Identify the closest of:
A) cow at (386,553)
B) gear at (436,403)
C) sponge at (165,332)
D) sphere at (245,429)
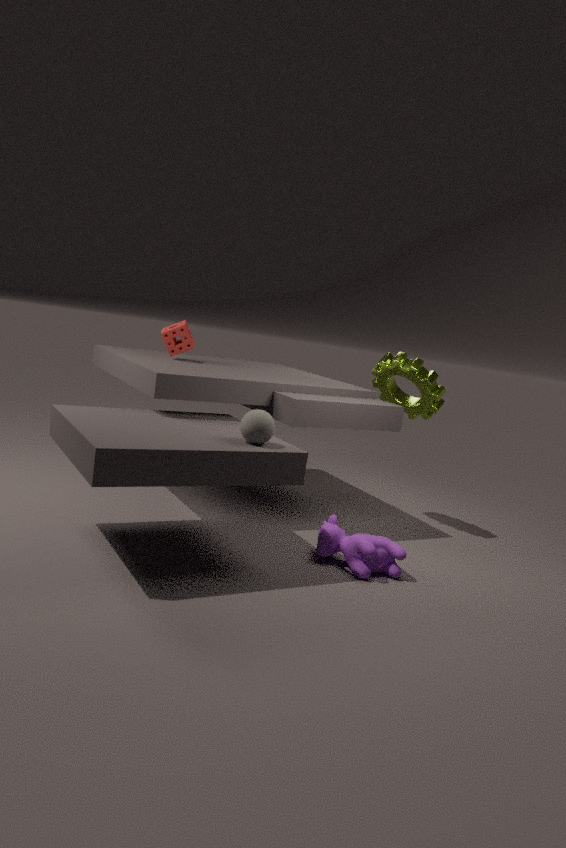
sphere at (245,429)
